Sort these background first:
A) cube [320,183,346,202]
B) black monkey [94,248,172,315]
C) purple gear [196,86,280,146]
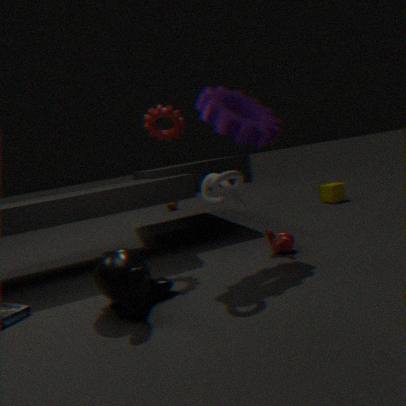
cube [320,183,346,202] → purple gear [196,86,280,146] → black monkey [94,248,172,315]
